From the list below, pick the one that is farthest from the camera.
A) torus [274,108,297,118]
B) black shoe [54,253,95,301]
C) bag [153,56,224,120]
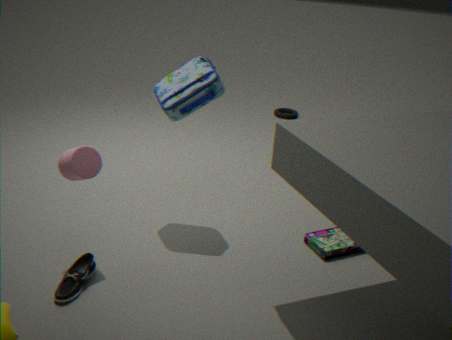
torus [274,108,297,118]
